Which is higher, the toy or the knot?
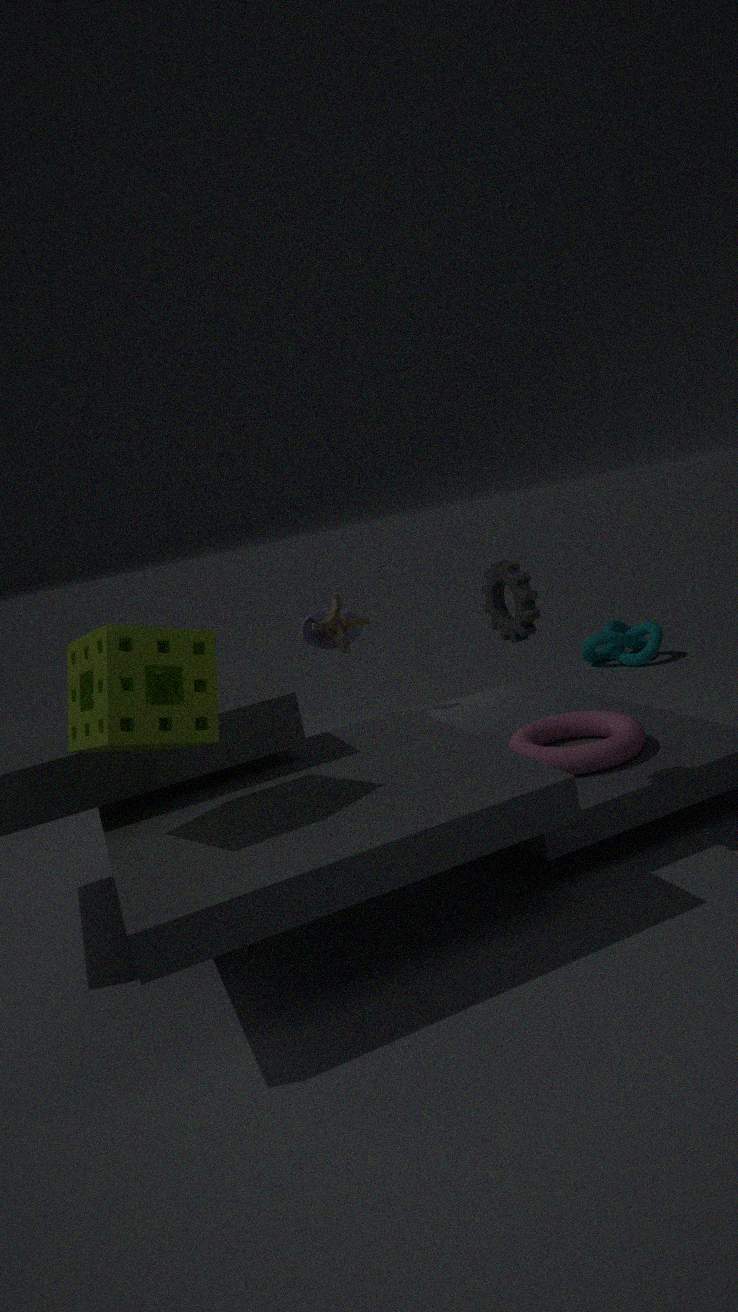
the toy
